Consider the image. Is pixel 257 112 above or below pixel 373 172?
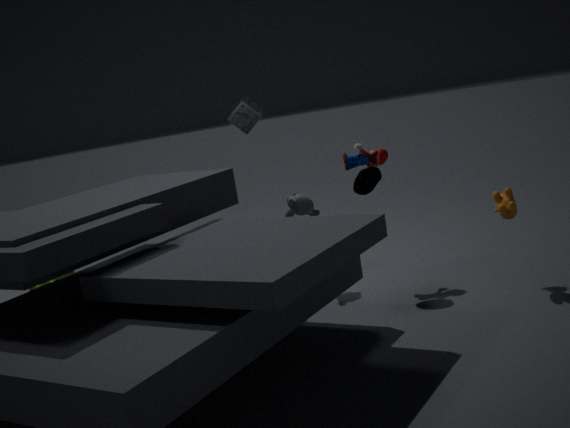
above
